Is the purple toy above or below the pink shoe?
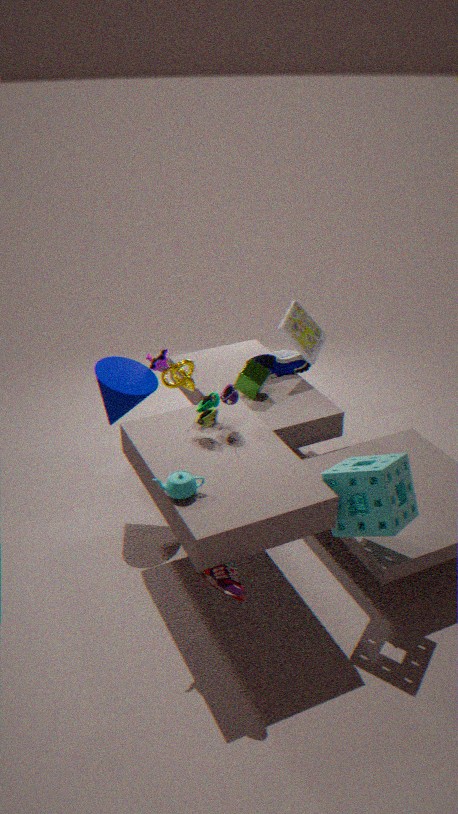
above
